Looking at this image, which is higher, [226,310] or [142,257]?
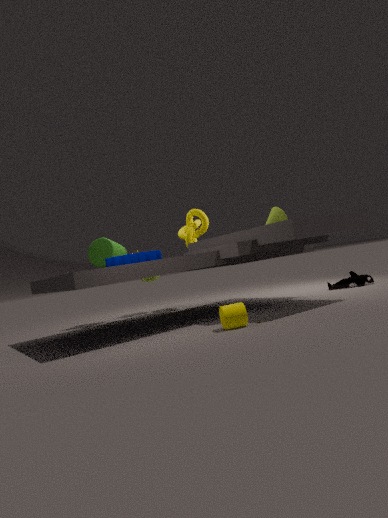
[142,257]
